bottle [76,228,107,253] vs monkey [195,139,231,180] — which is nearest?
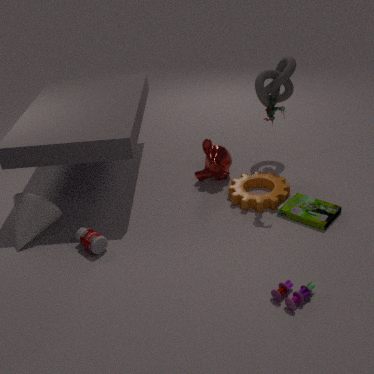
bottle [76,228,107,253]
